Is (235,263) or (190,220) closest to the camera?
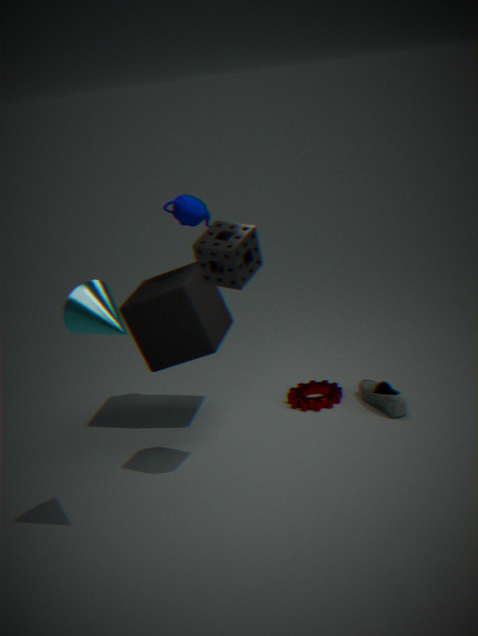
(235,263)
